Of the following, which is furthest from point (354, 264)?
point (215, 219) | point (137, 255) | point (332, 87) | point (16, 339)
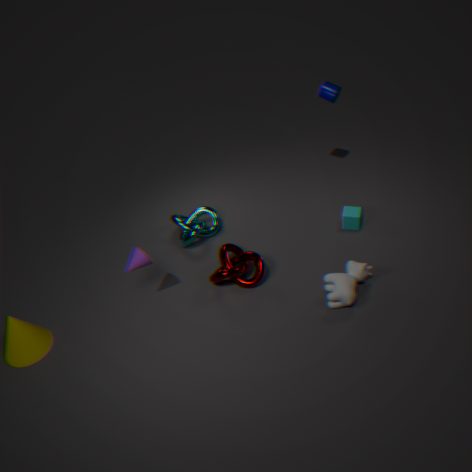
point (16, 339)
